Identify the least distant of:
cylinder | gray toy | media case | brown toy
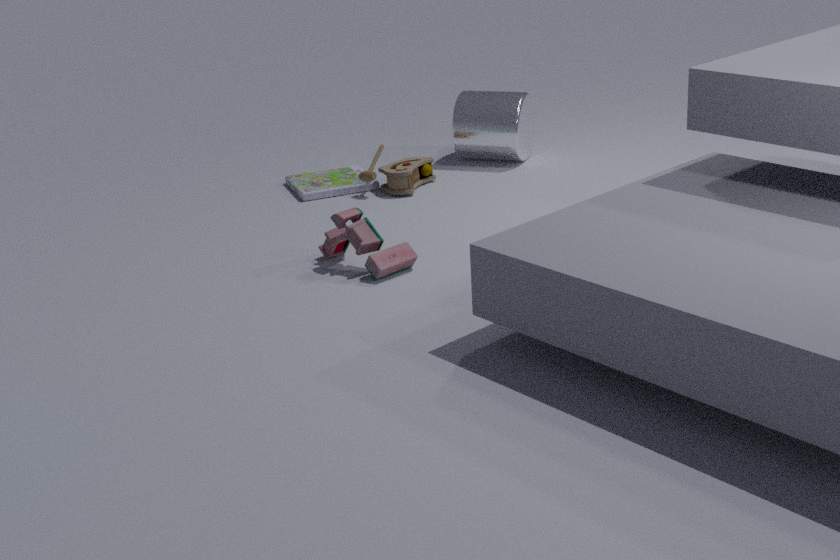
gray toy
